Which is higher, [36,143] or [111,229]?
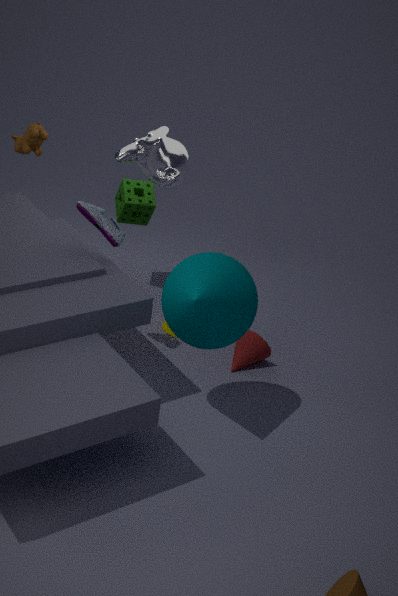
[36,143]
